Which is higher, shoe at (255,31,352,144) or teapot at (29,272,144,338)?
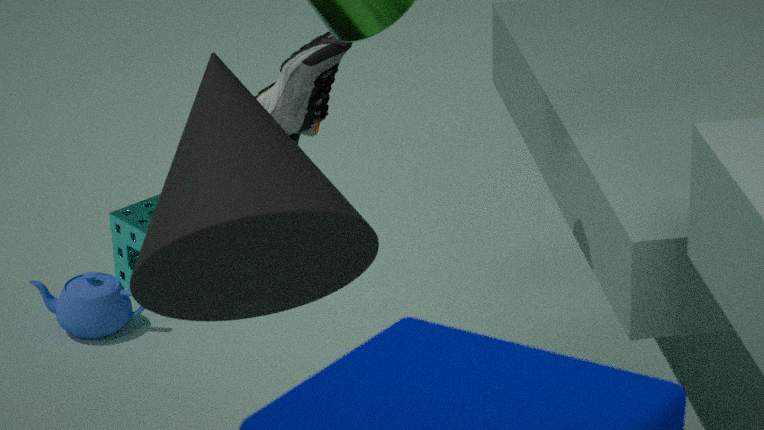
shoe at (255,31,352,144)
